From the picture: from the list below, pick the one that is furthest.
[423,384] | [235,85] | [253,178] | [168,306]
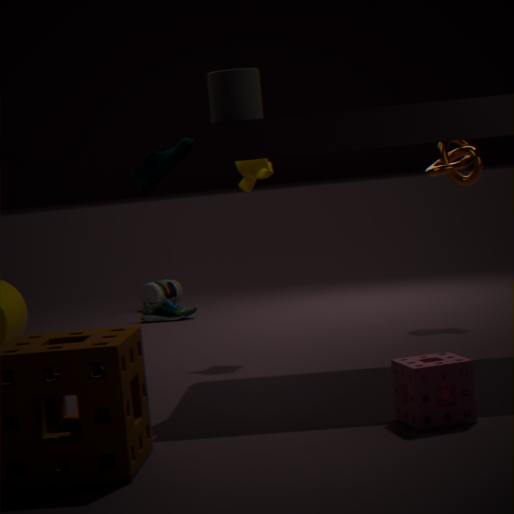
[168,306]
